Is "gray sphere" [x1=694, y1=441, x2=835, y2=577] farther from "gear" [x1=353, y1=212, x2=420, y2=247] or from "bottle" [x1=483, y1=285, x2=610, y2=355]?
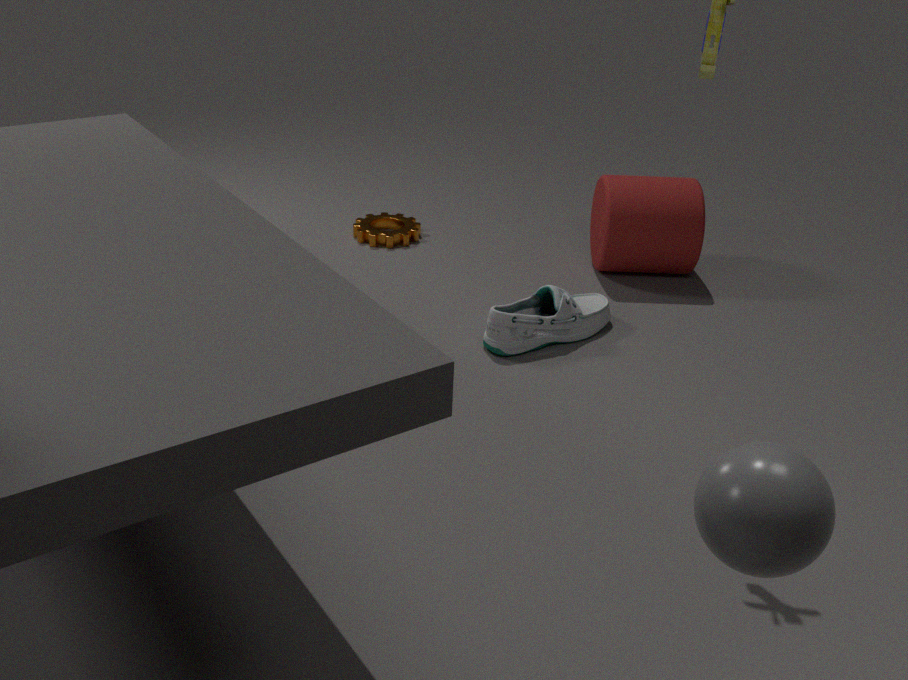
"gear" [x1=353, y1=212, x2=420, y2=247]
